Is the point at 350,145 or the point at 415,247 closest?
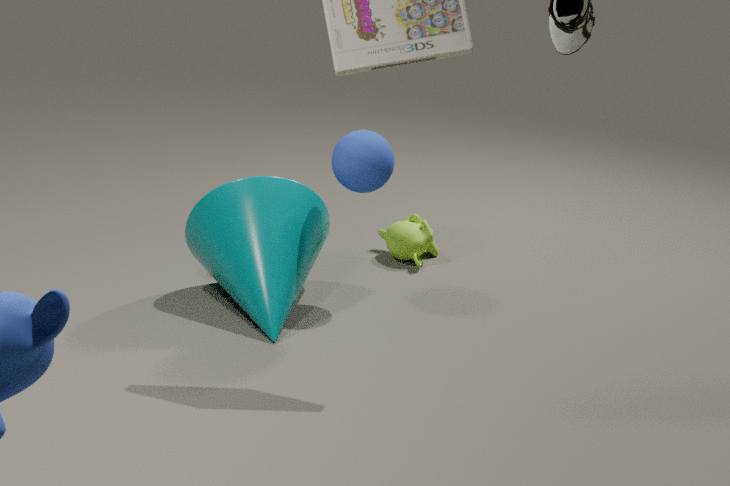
the point at 350,145
